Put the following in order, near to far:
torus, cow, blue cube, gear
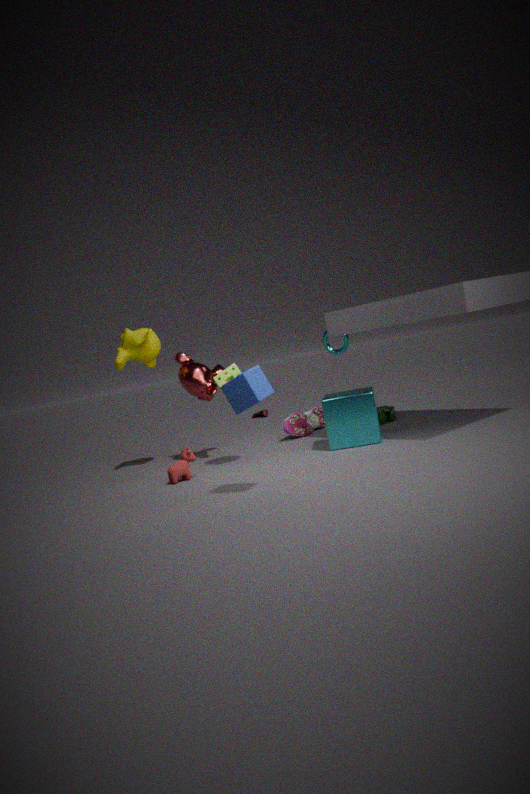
blue cube, cow, gear, torus
